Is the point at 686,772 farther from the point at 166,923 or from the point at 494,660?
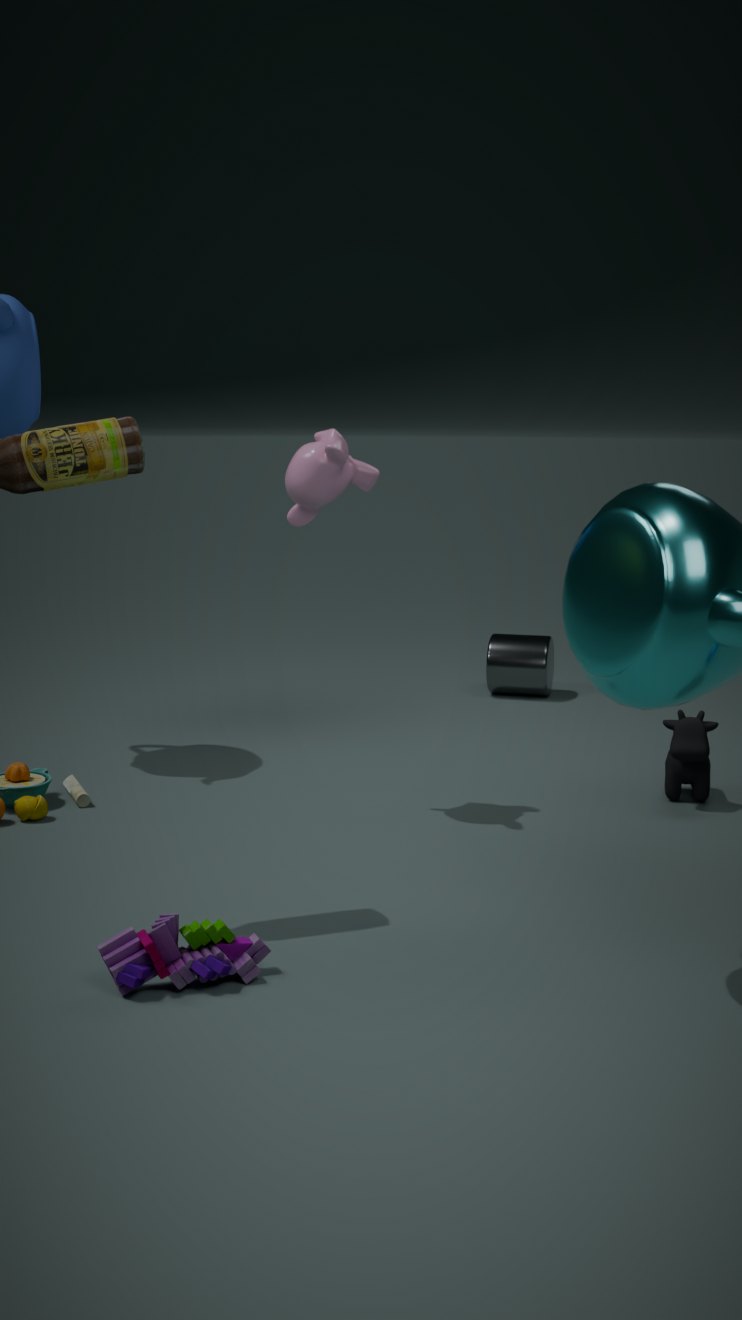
the point at 166,923
